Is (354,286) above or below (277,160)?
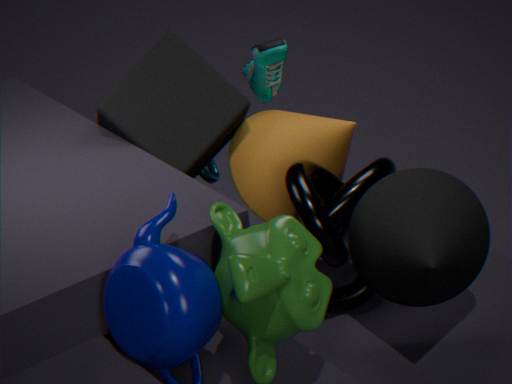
below
